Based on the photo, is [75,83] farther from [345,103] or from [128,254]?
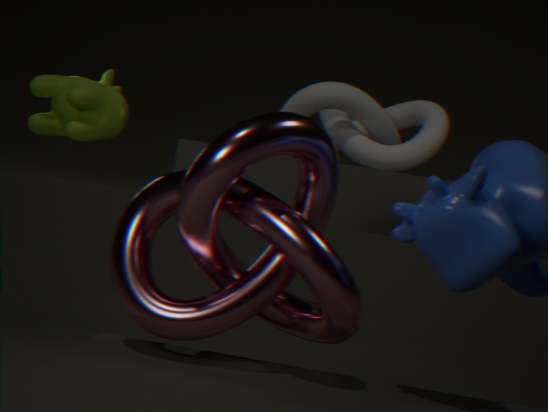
[128,254]
